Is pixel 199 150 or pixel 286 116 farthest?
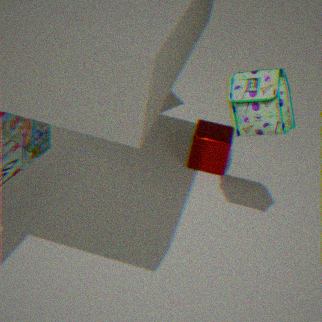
pixel 199 150
